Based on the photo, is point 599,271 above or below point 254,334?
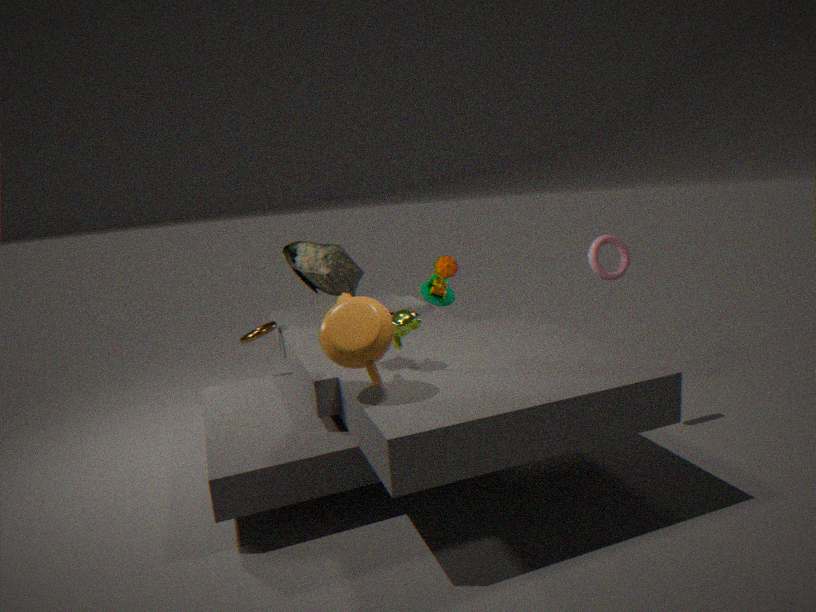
above
